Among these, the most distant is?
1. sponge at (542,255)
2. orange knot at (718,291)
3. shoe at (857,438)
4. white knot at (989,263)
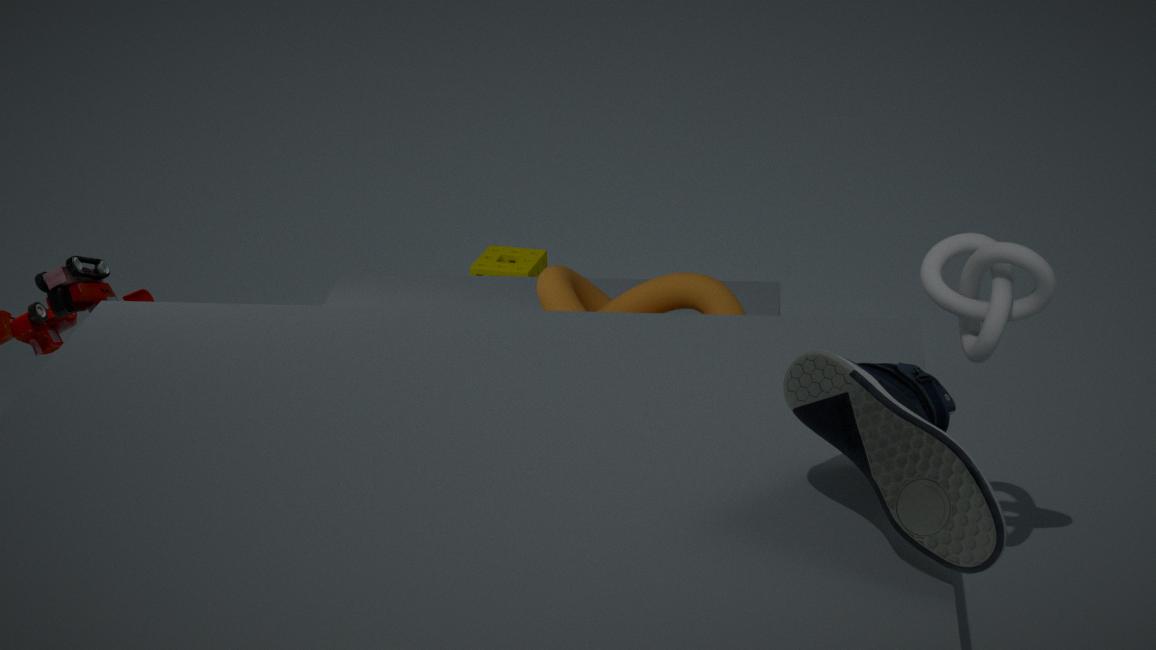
sponge at (542,255)
